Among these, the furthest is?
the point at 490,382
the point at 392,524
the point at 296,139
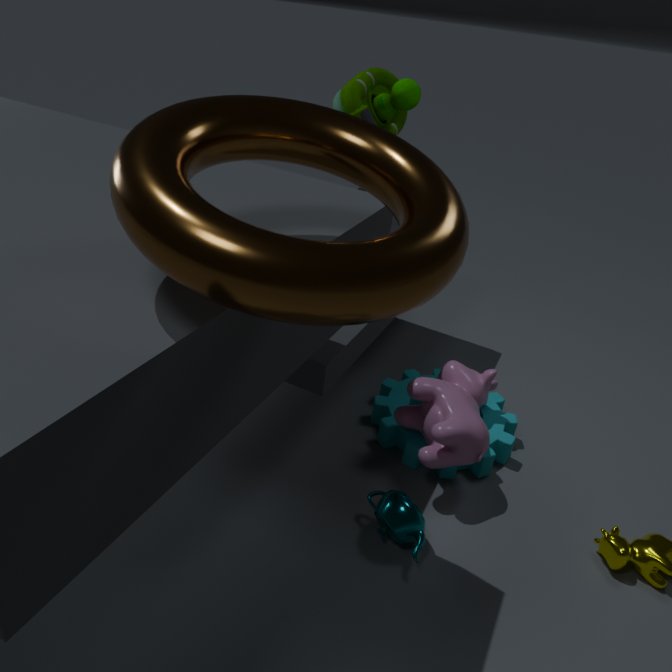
the point at 490,382
